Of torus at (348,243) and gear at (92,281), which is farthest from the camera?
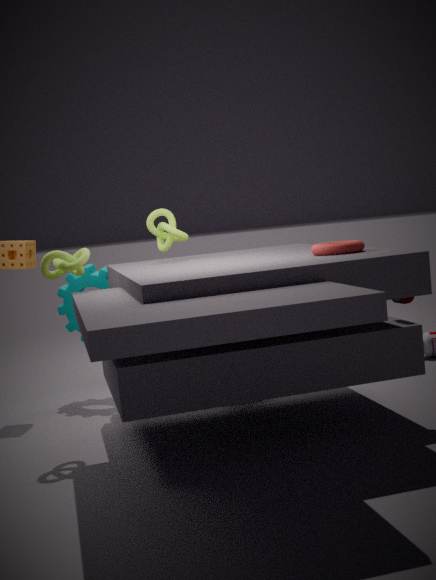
gear at (92,281)
